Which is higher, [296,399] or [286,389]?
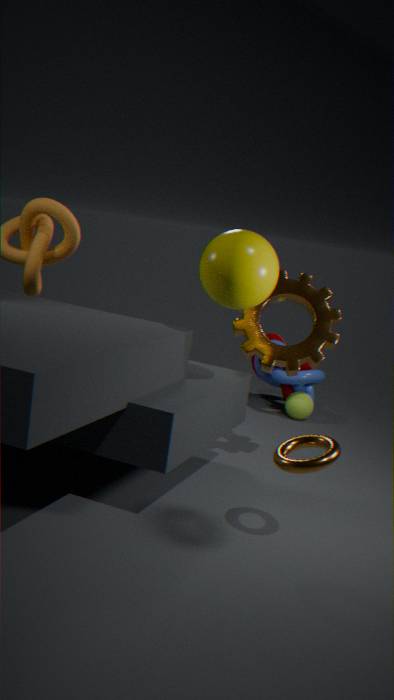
[286,389]
